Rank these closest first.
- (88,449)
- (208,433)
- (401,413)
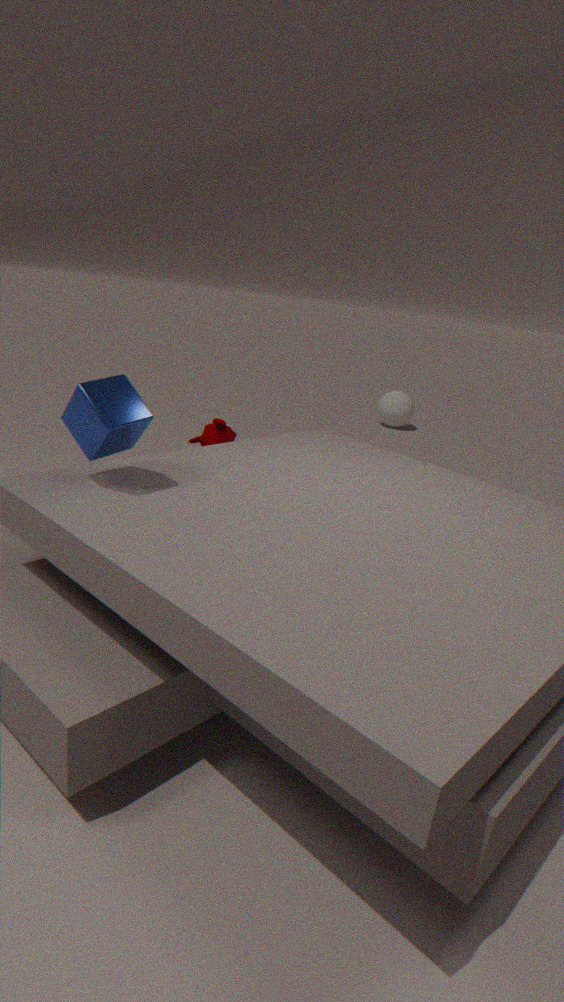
(88,449) < (208,433) < (401,413)
